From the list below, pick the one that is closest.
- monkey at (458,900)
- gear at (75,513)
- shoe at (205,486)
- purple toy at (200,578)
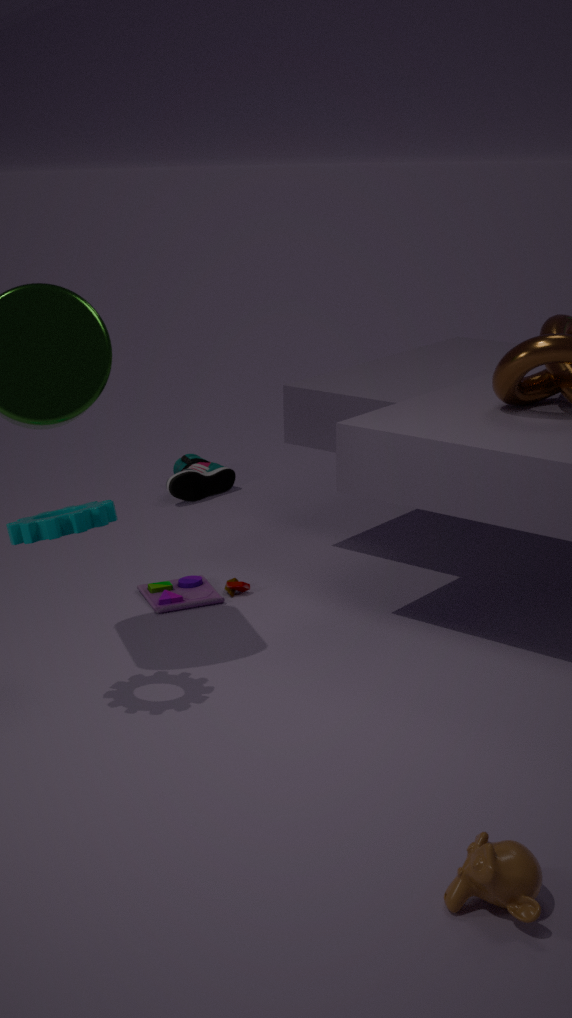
monkey at (458,900)
